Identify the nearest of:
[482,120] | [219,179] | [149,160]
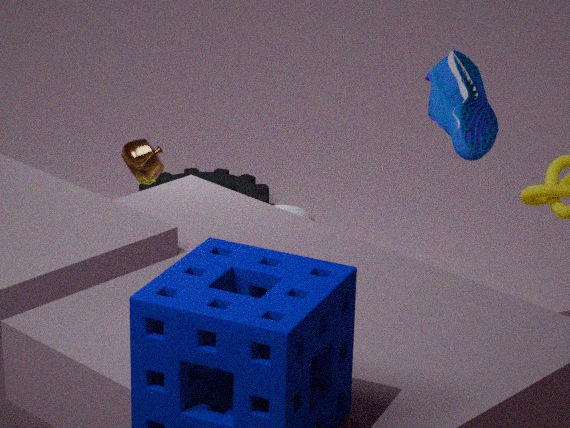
[482,120]
